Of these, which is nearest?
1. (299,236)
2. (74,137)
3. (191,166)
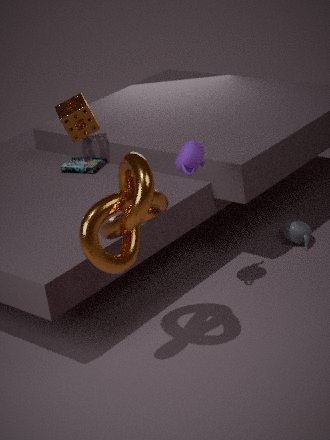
(191,166)
